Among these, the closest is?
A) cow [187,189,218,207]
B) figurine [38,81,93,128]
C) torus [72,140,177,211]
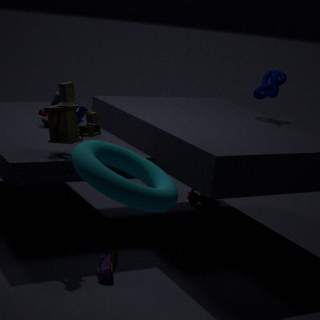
torus [72,140,177,211]
